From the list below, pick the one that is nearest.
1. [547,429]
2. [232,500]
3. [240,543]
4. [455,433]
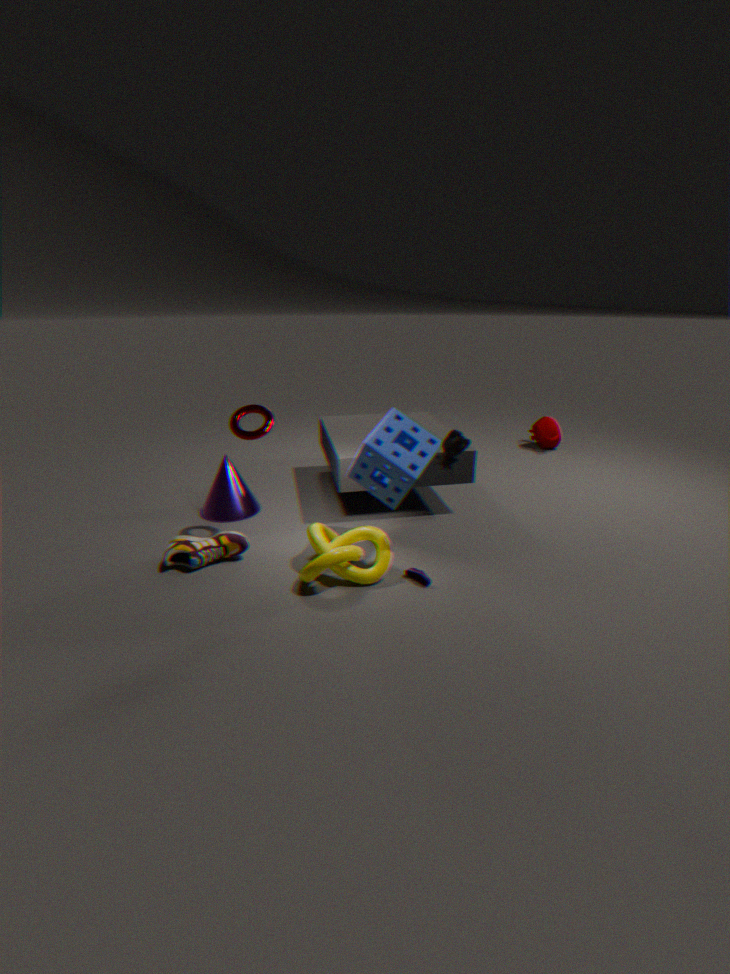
[455,433]
